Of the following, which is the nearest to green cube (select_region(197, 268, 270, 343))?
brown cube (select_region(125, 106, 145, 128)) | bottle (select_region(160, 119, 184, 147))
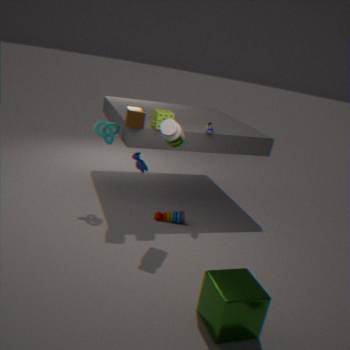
bottle (select_region(160, 119, 184, 147))
